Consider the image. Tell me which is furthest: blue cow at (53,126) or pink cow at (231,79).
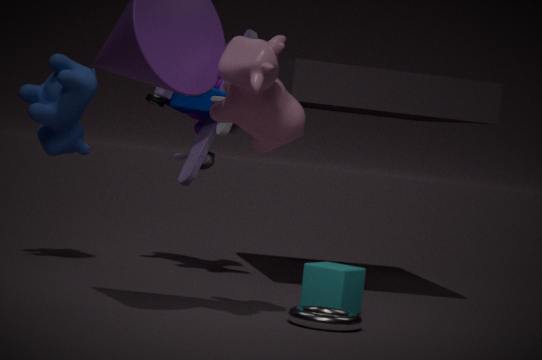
blue cow at (53,126)
